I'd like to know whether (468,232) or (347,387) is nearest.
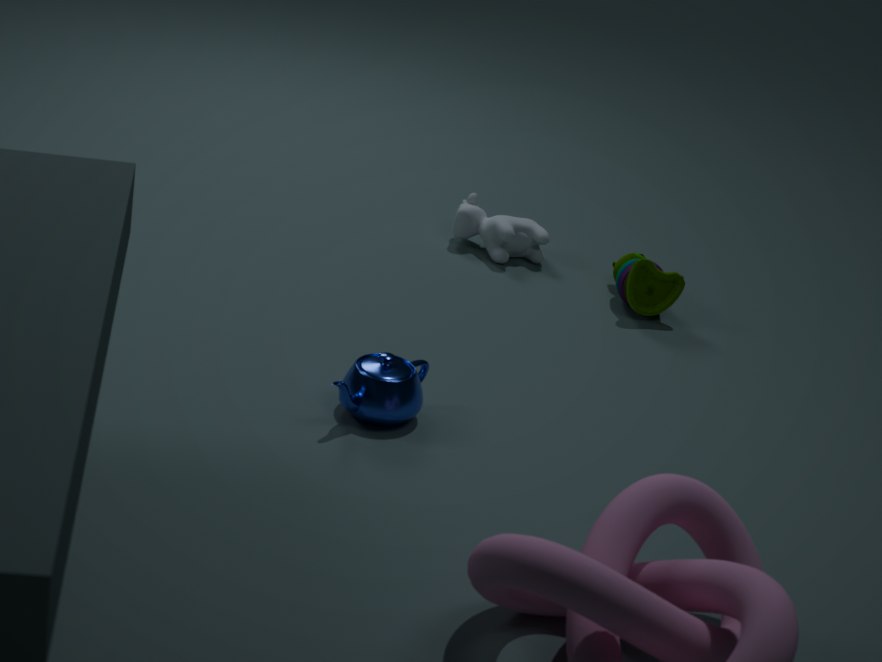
(347,387)
